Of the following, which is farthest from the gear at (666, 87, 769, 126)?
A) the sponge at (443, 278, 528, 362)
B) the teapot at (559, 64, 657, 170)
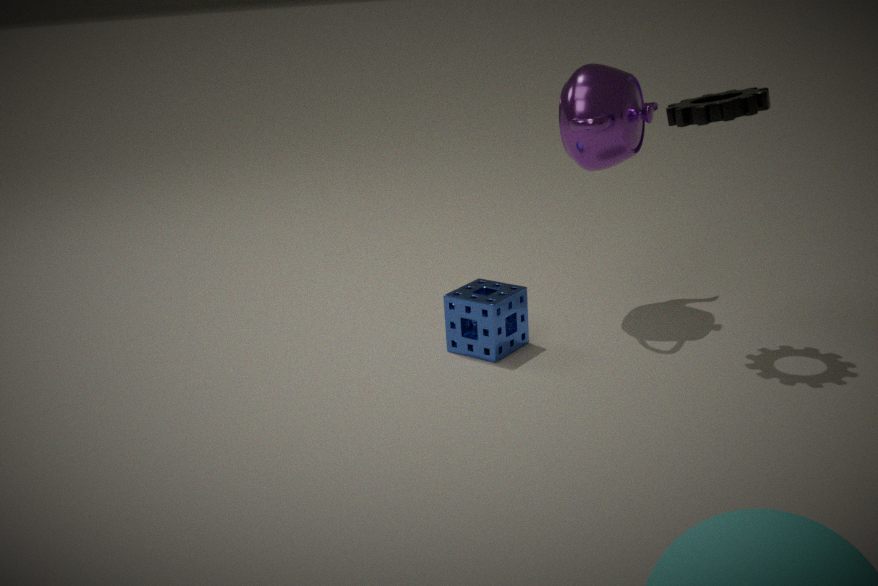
the sponge at (443, 278, 528, 362)
